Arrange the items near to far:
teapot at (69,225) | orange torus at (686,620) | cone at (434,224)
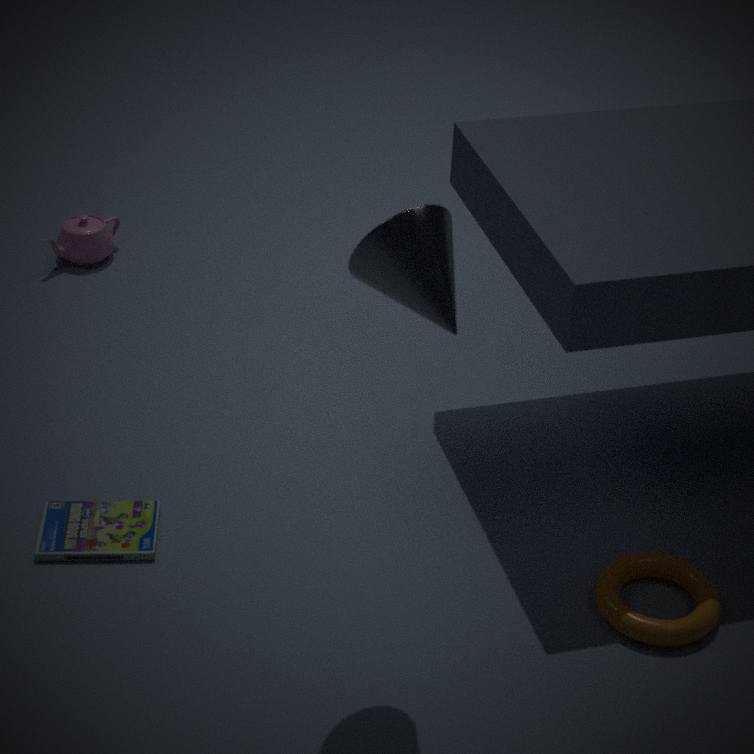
cone at (434,224) < orange torus at (686,620) < teapot at (69,225)
